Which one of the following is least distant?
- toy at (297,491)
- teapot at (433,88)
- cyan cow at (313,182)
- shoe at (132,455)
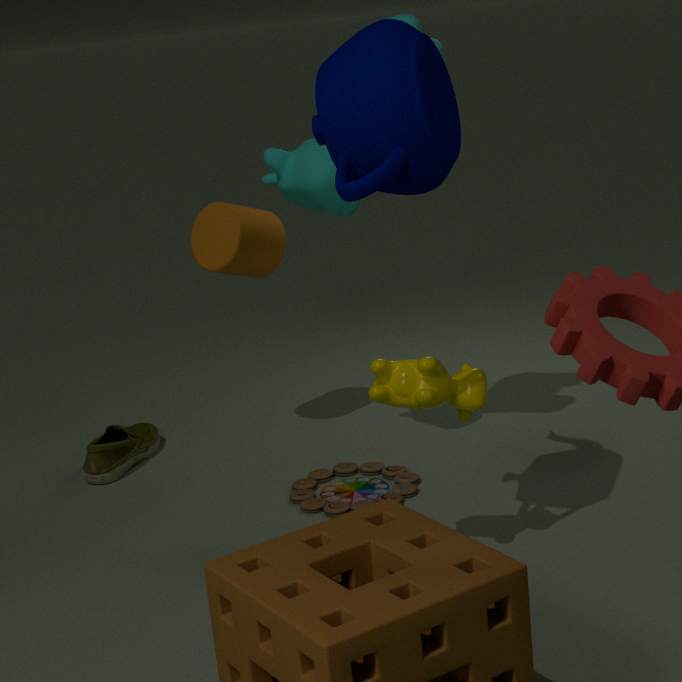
teapot at (433,88)
